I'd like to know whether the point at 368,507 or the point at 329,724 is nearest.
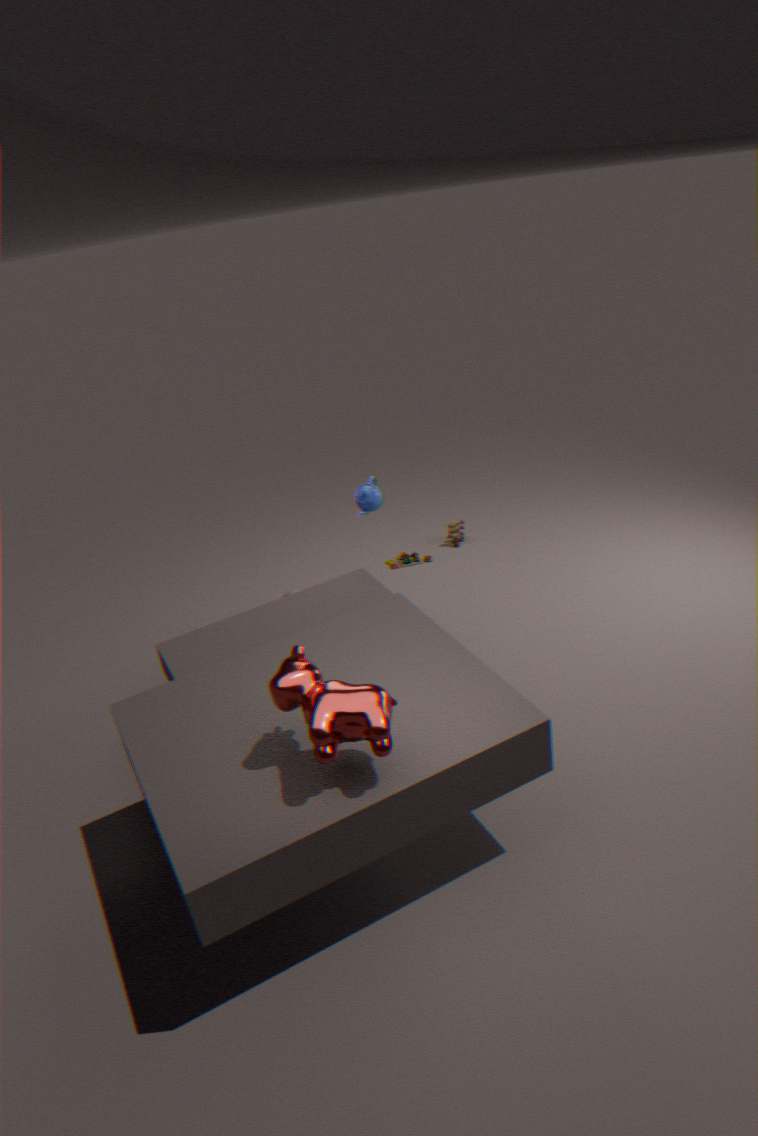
the point at 329,724
